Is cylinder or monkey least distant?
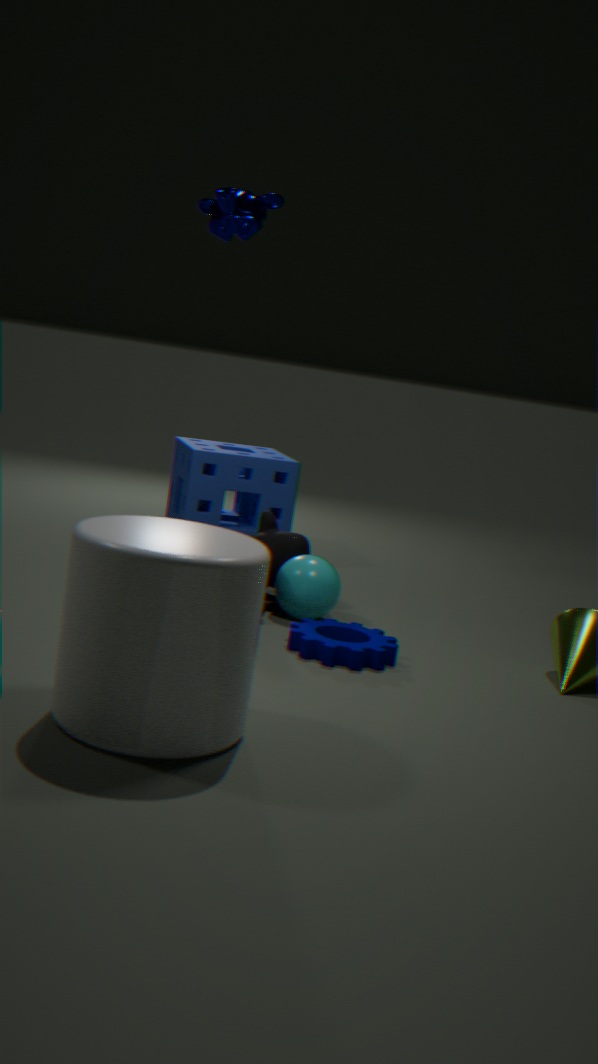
cylinder
